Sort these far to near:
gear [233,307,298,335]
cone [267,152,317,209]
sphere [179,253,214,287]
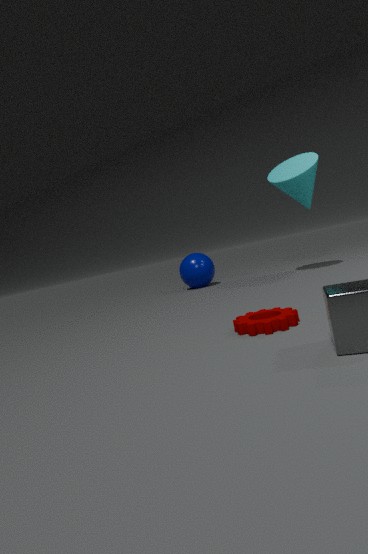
sphere [179,253,214,287]
cone [267,152,317,209]
gear [233,307,298,335]
